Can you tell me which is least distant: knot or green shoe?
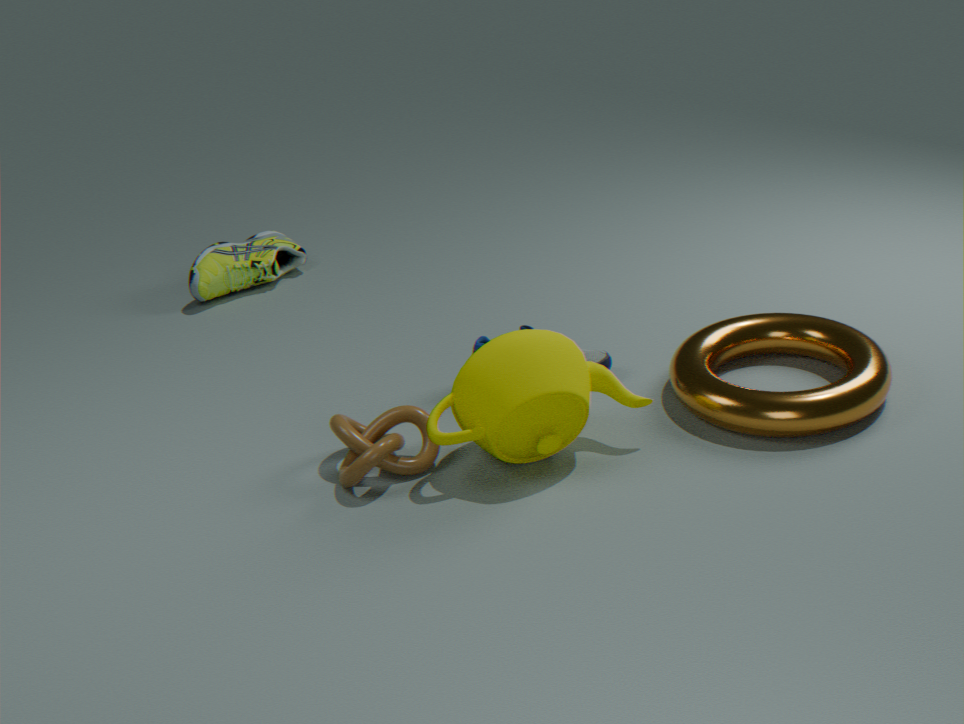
knot
